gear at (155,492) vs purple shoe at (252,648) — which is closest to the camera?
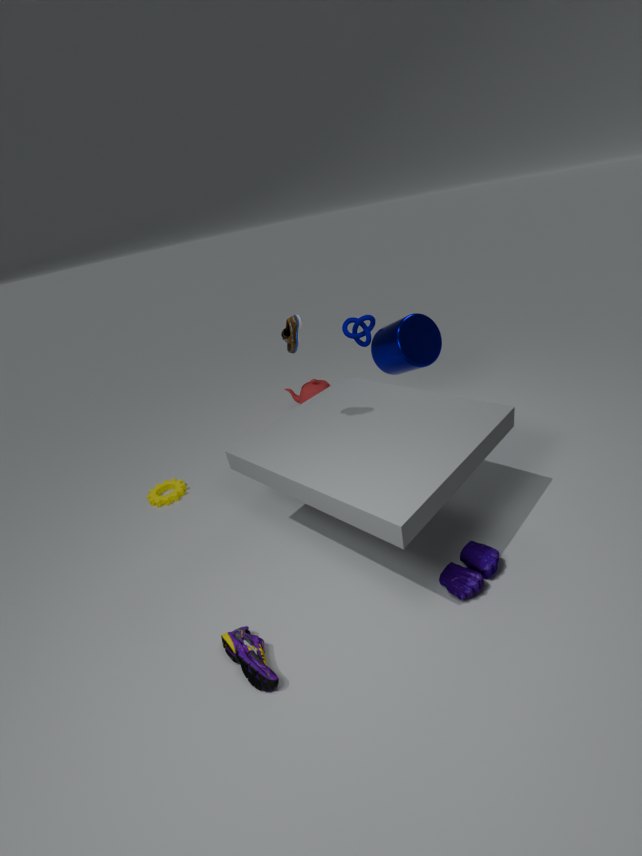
purple shoe at (252,648)
